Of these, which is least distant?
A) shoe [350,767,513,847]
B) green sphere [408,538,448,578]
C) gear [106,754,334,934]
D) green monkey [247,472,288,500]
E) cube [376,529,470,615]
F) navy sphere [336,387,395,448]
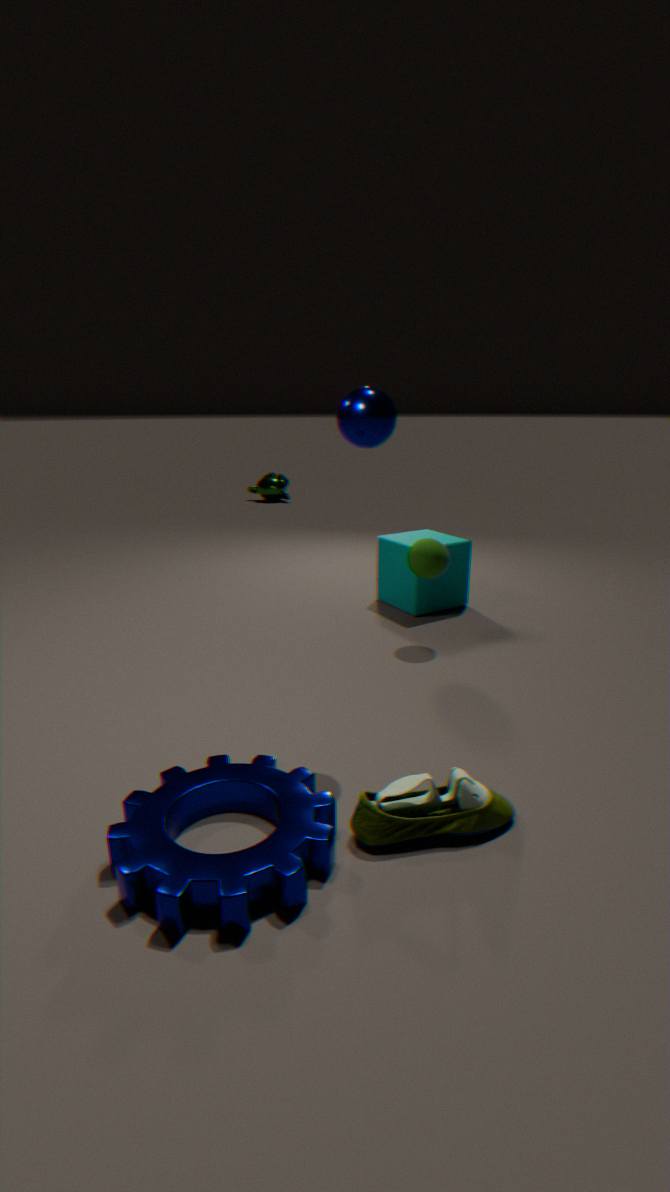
gear [106,754,334,934]
